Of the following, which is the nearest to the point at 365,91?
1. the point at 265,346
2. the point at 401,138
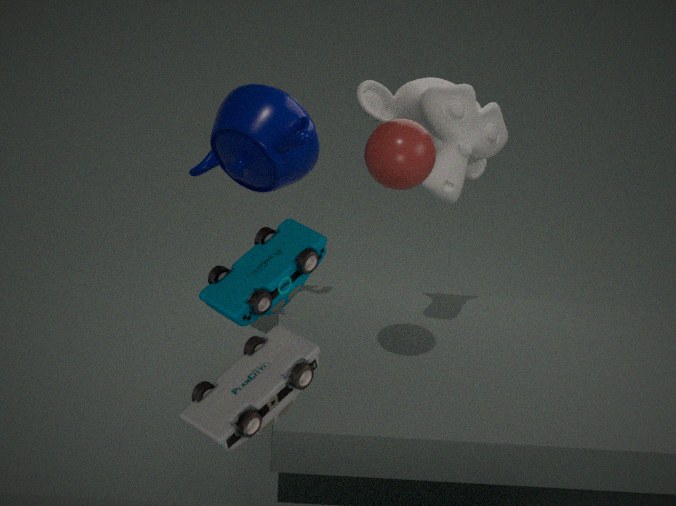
the point at 401,138
